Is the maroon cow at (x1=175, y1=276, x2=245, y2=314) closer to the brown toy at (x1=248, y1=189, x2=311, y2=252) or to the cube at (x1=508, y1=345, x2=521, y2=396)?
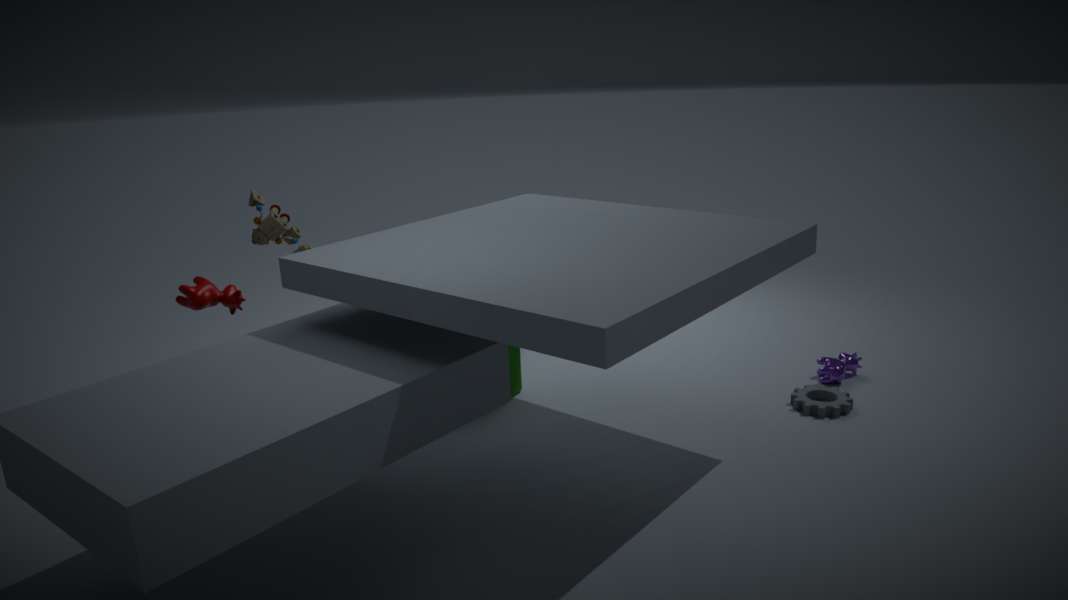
the brown toy at (x1=248, y1=189, x2=311, y2=252)
